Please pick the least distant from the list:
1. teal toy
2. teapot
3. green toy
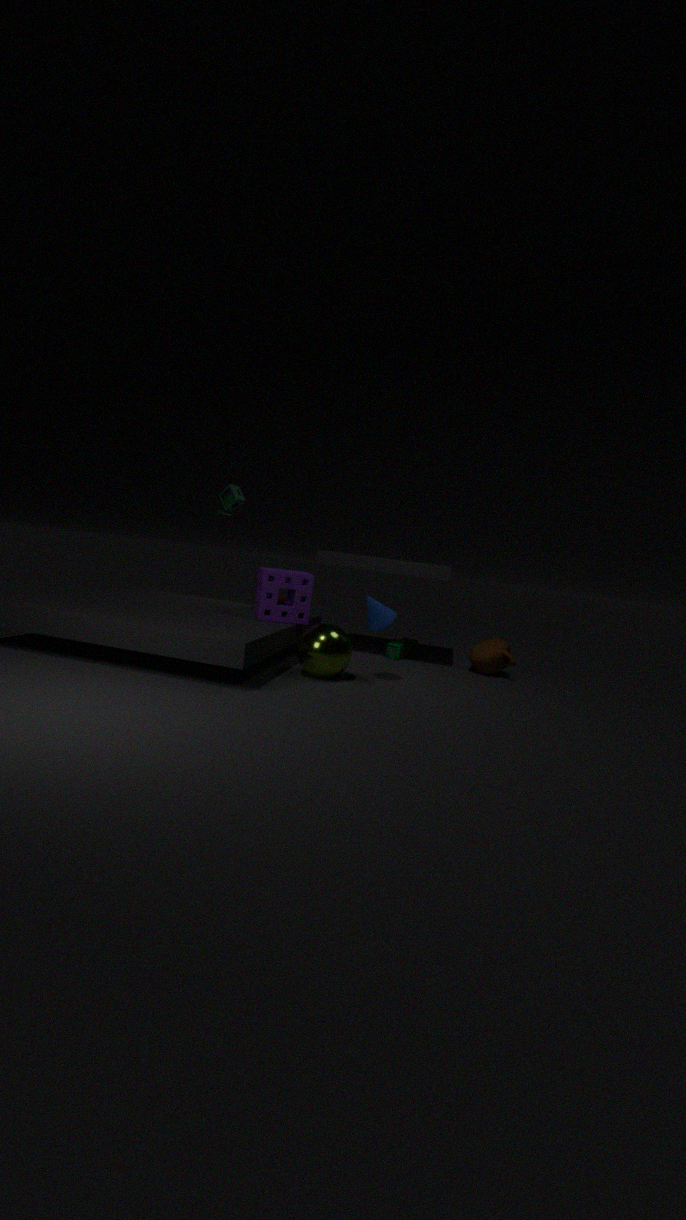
green toy
